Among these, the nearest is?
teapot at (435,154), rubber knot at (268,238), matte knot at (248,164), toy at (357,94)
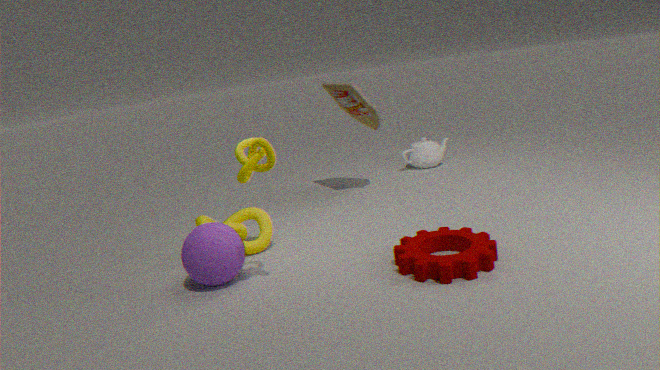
matte knot at (248,164)
